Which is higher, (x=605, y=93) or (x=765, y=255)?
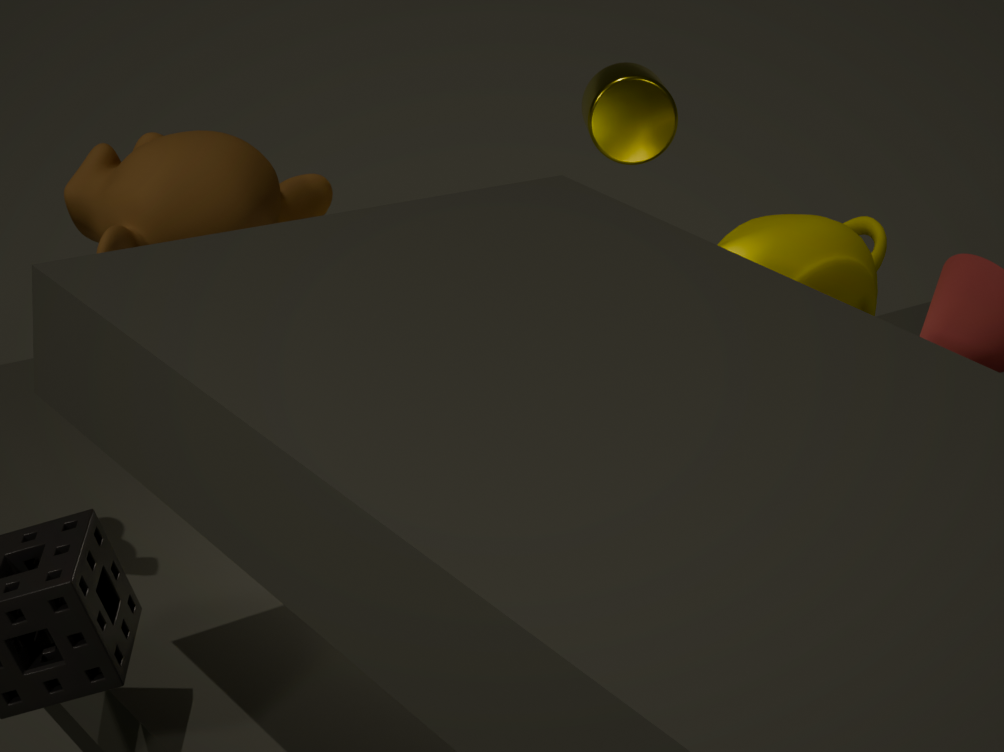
(x=605, y=93)
